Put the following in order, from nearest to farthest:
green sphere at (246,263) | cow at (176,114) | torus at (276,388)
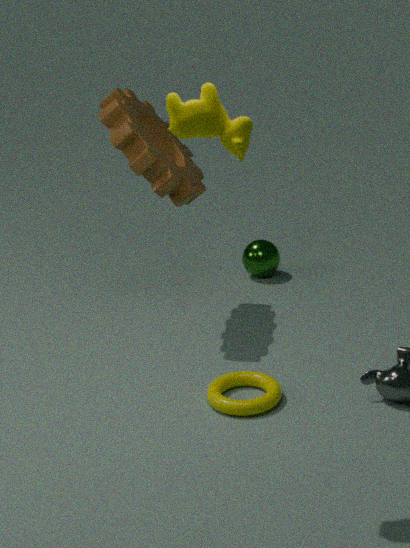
1. cow at (176,114)
2. torus at (276,388)
3. green sphere at (246,263)
